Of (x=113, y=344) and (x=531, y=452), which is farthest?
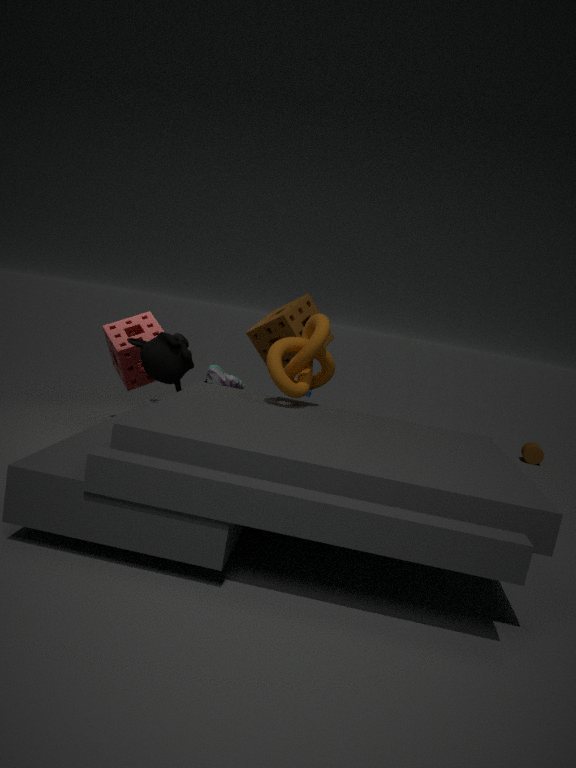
(x=531, y=452)
